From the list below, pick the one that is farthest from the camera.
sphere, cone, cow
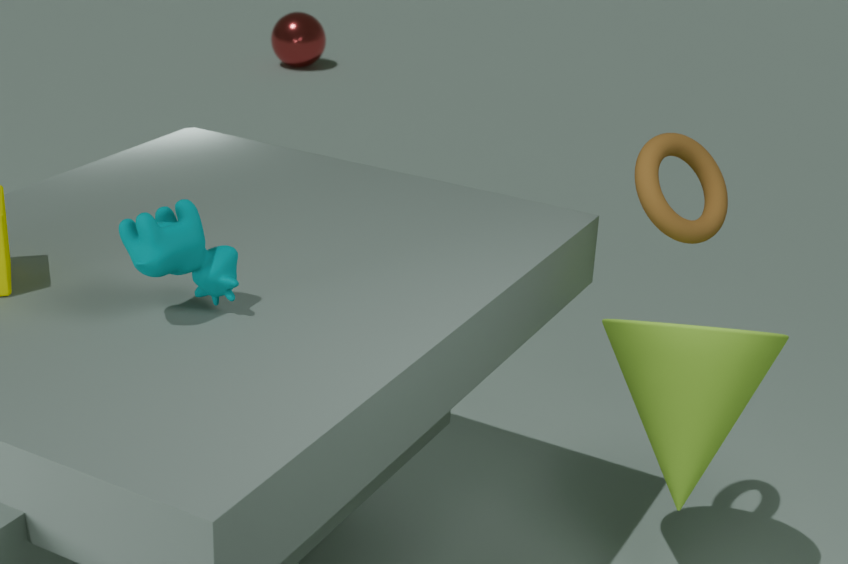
sphere
